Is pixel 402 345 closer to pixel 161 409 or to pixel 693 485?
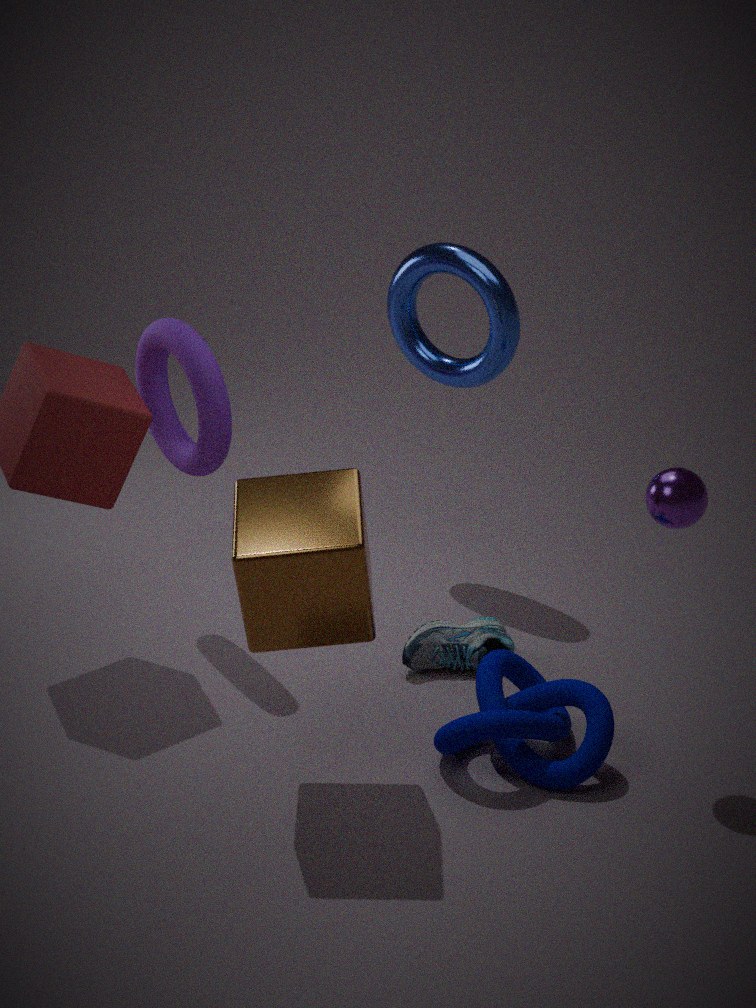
pixel 161 409
